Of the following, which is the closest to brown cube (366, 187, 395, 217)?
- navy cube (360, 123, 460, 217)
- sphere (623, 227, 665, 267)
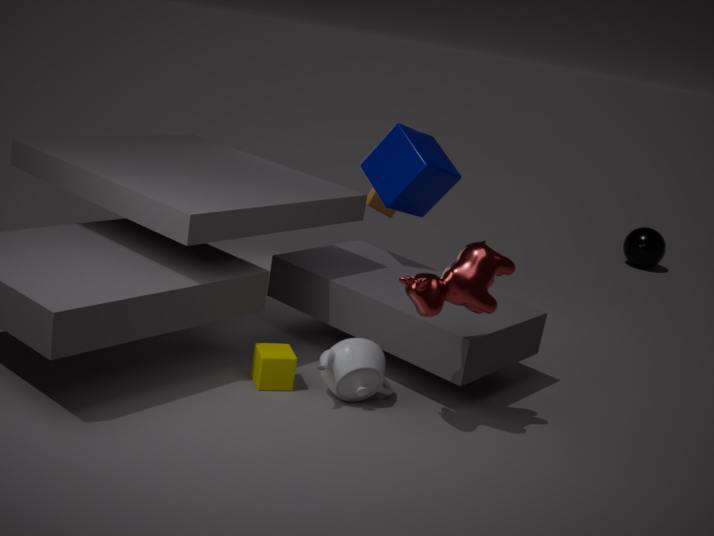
navy cube (360, 123, 460, 217)
